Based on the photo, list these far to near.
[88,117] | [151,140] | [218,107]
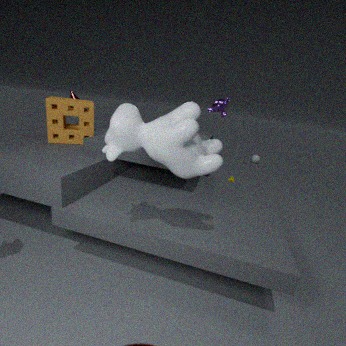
[218,107] → [88,117] → [151,140]
